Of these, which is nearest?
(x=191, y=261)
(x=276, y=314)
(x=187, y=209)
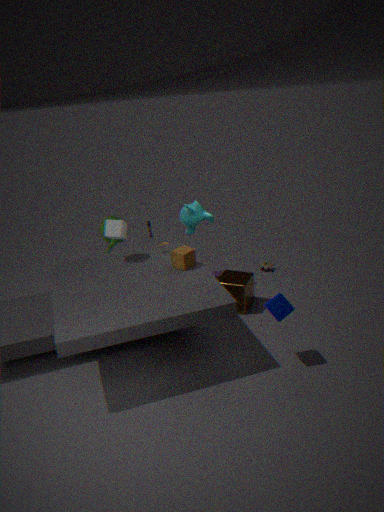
(x=276, y=314)
